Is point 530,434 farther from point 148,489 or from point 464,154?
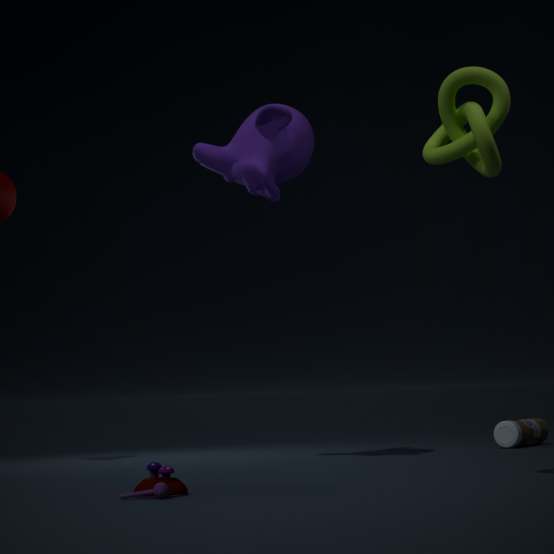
point 148,489
